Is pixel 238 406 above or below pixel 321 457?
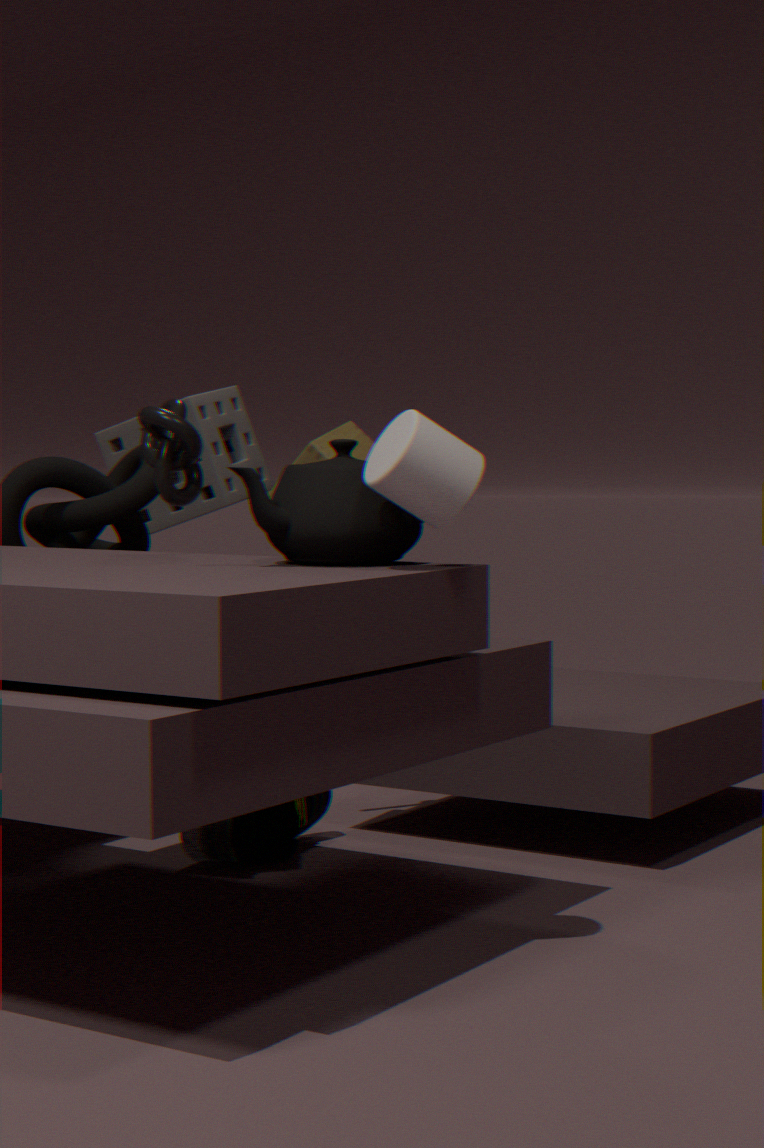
above
